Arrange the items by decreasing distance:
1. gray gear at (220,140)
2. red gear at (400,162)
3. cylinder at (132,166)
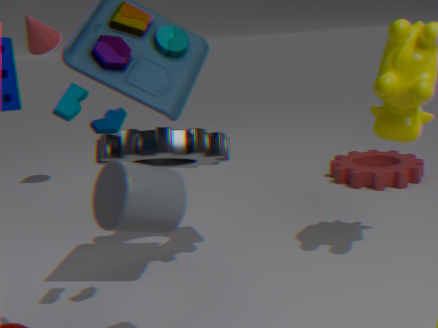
1. red gear at (400,162)
2. gray gear at (220,140)
3. cylinder at (132,166)
